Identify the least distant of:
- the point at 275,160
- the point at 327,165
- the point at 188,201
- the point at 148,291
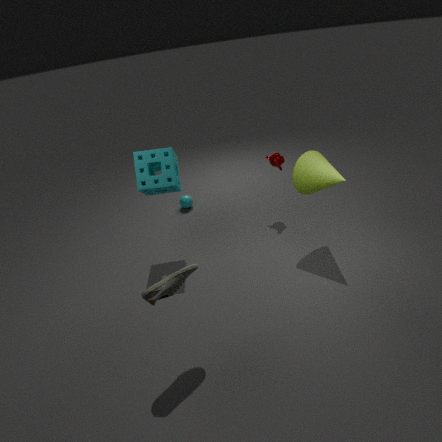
the point at 148,291
